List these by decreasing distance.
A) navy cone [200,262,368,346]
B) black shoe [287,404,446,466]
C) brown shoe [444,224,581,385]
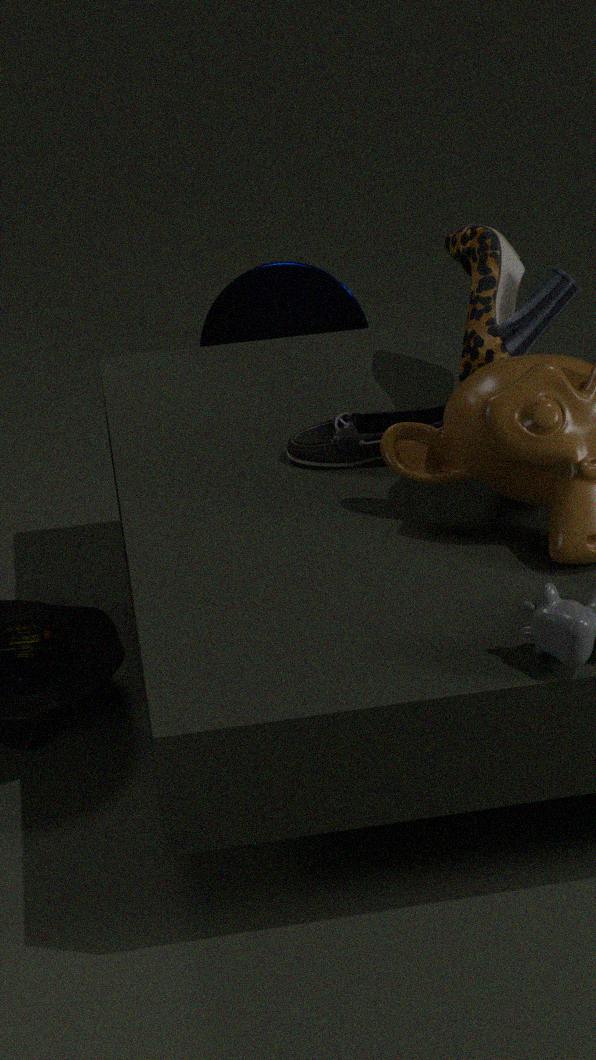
navy cone [200,262,368,346] → black shoe [287,404,446,466] → brown shoe [444,224,581,385]
